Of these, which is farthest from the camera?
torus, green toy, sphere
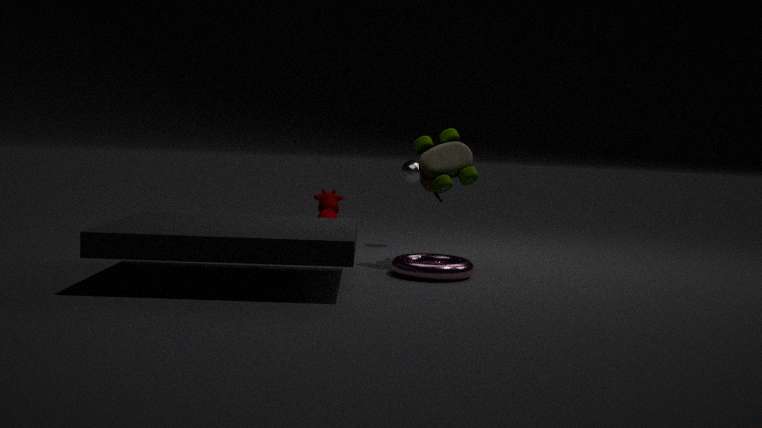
sphere
